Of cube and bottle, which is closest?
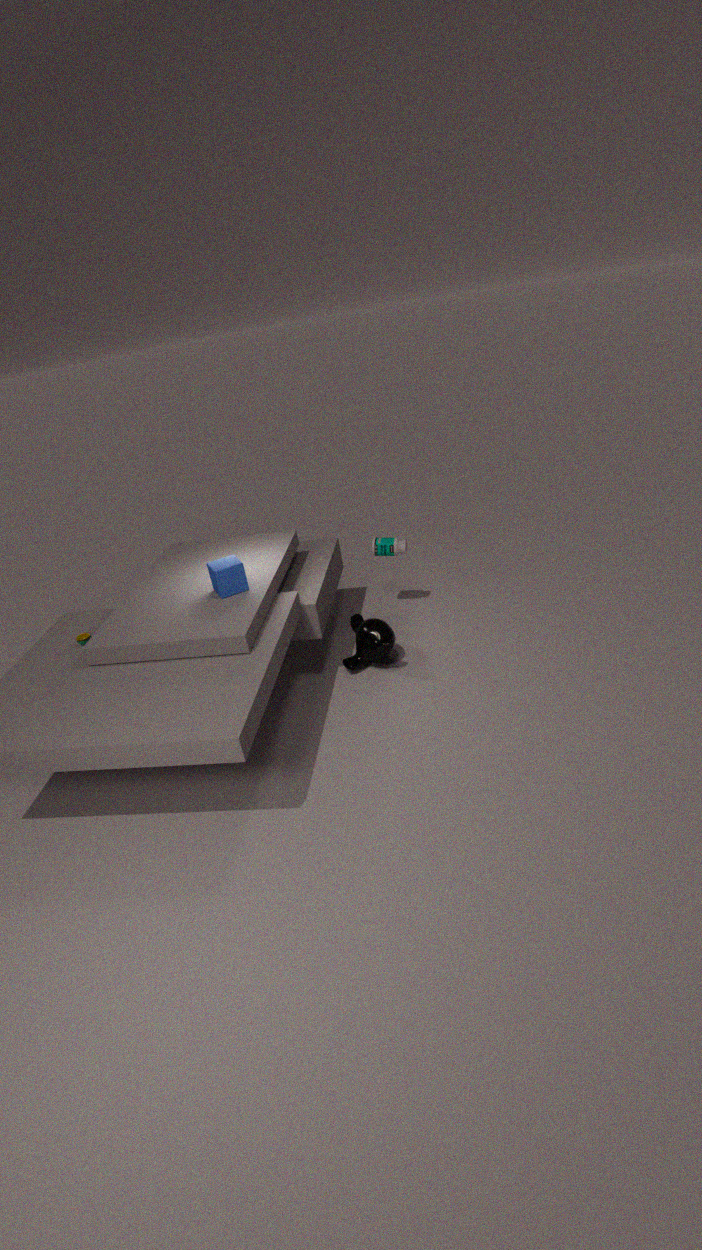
cube
